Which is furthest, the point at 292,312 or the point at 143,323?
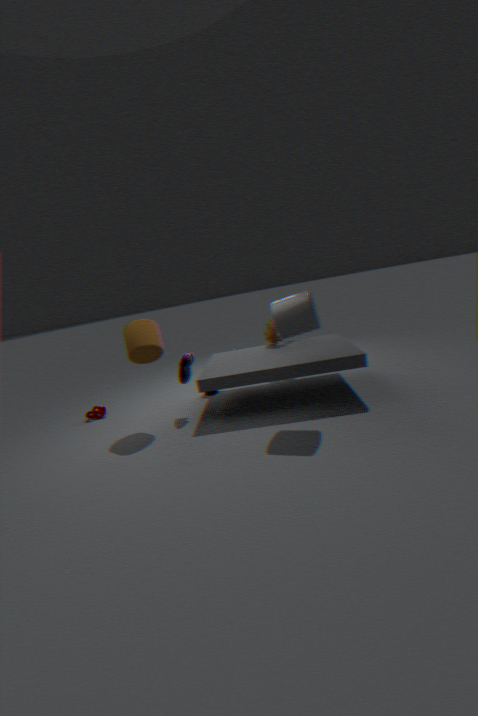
the point at 143,323
